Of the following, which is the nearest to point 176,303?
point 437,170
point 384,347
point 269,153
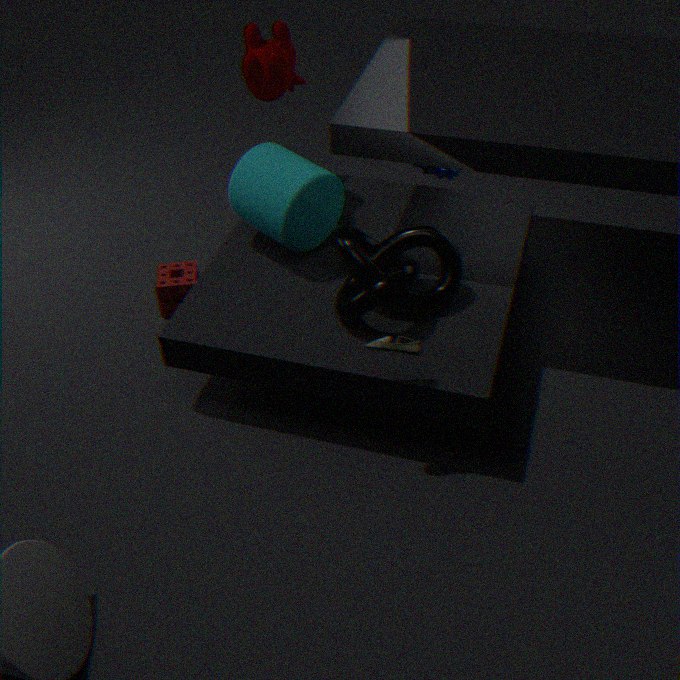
point 269,153
